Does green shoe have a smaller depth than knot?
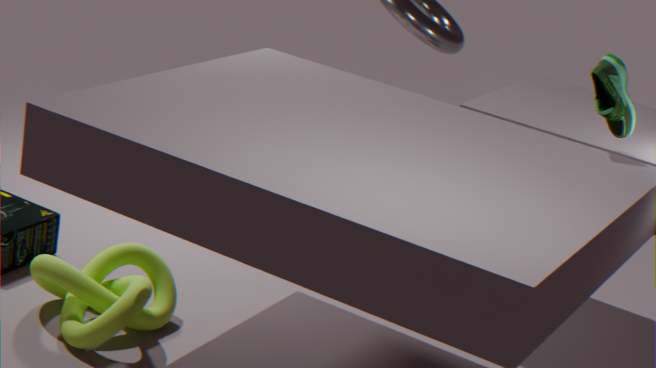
No
